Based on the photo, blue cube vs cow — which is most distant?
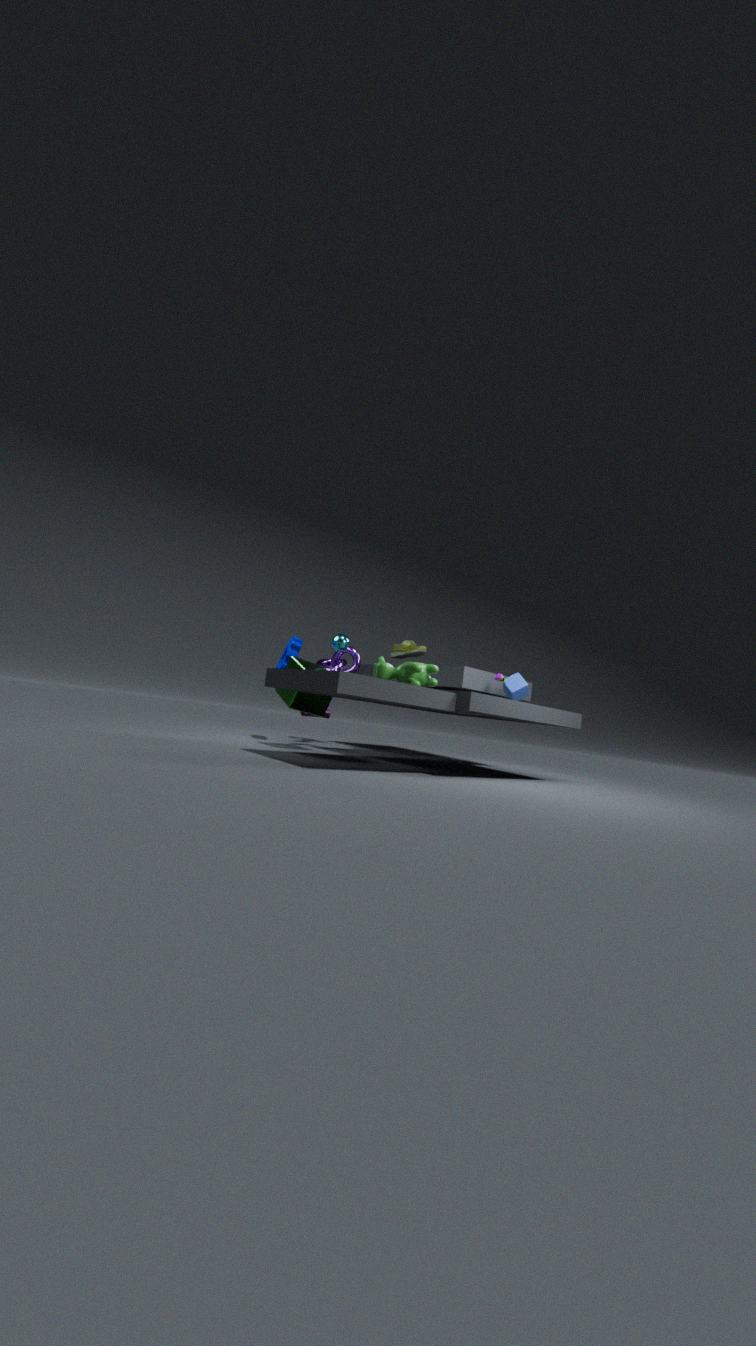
blue cube
